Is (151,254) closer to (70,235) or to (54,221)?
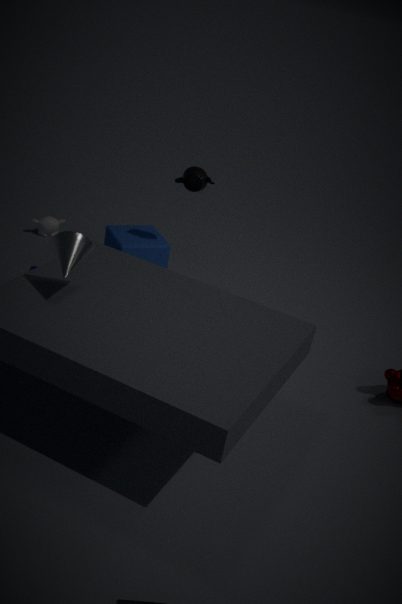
(54,221)
